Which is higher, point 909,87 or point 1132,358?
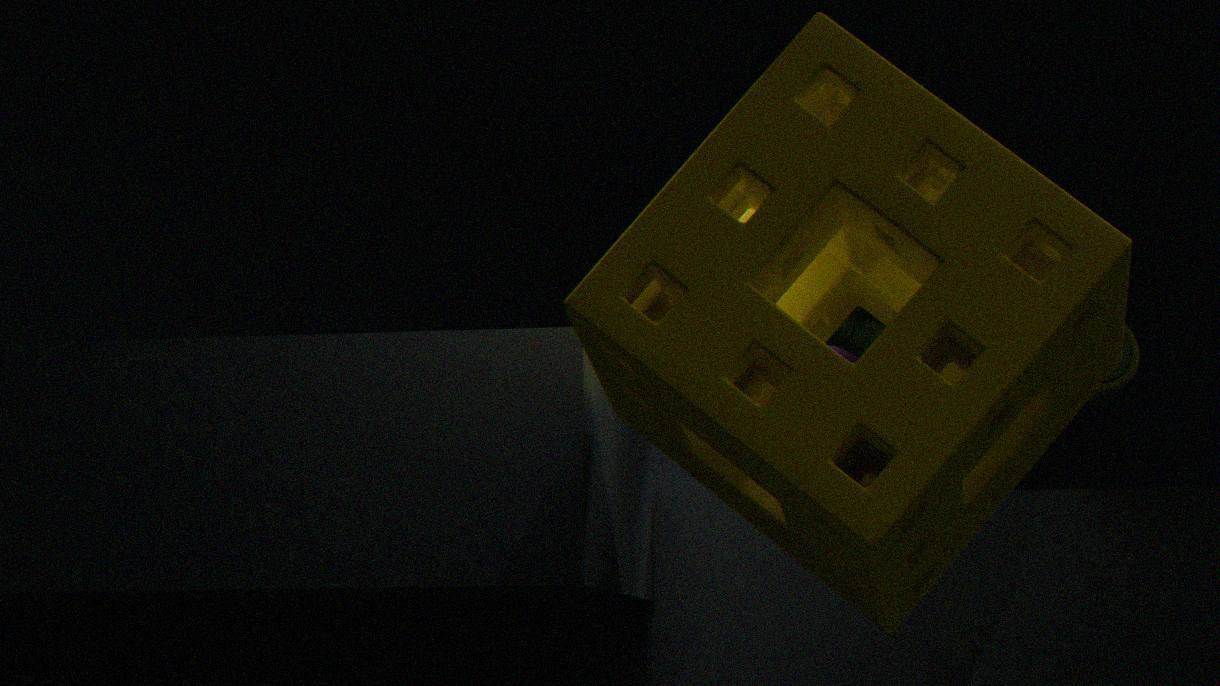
point 1132,358
